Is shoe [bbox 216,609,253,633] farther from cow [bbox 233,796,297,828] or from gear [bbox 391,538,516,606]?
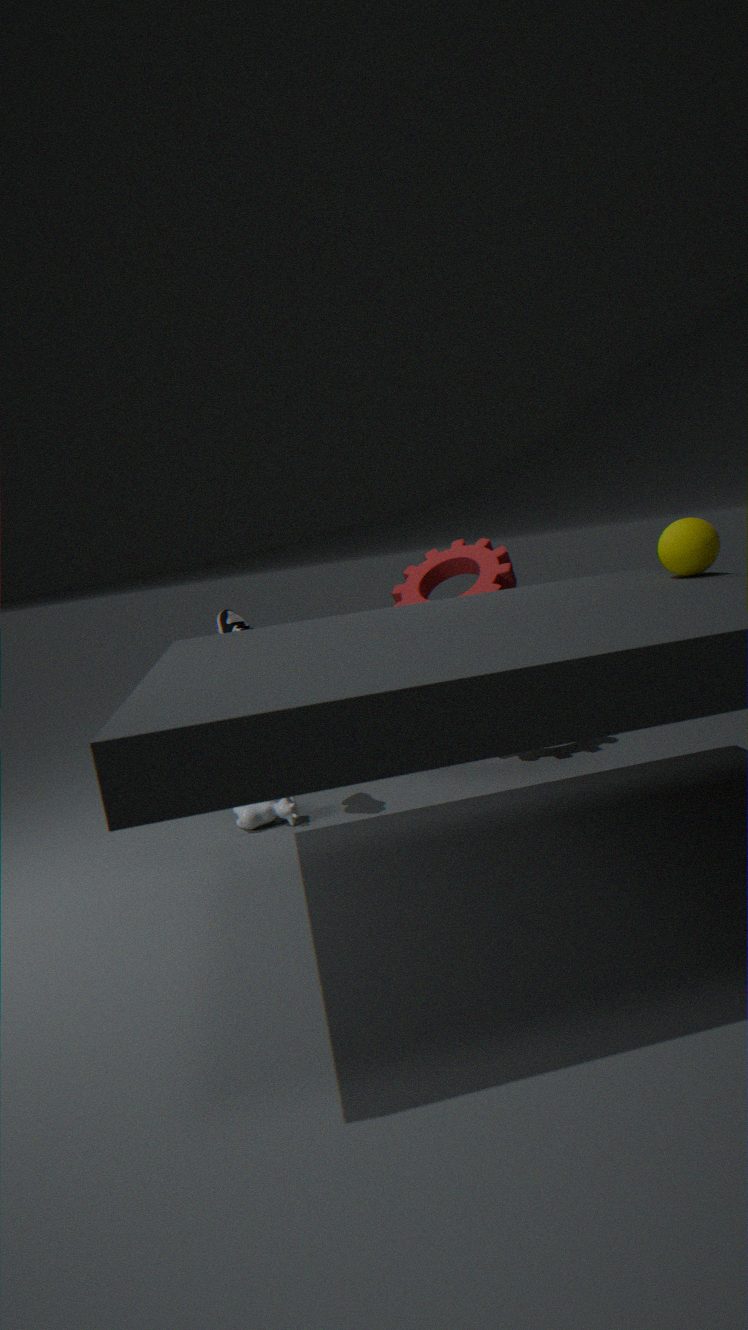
gear [bbox 391,538,516,606]
